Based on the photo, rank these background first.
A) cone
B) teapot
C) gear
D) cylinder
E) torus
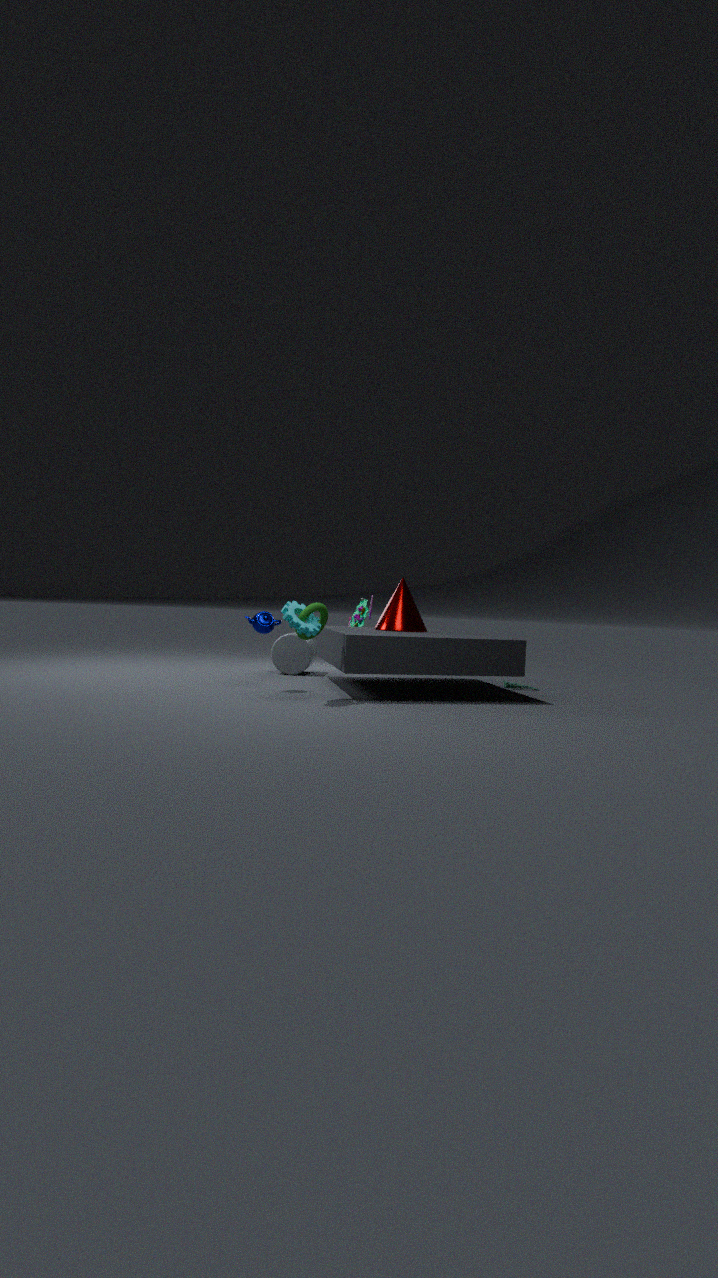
cylinder → cone → teapot → torus → gear
